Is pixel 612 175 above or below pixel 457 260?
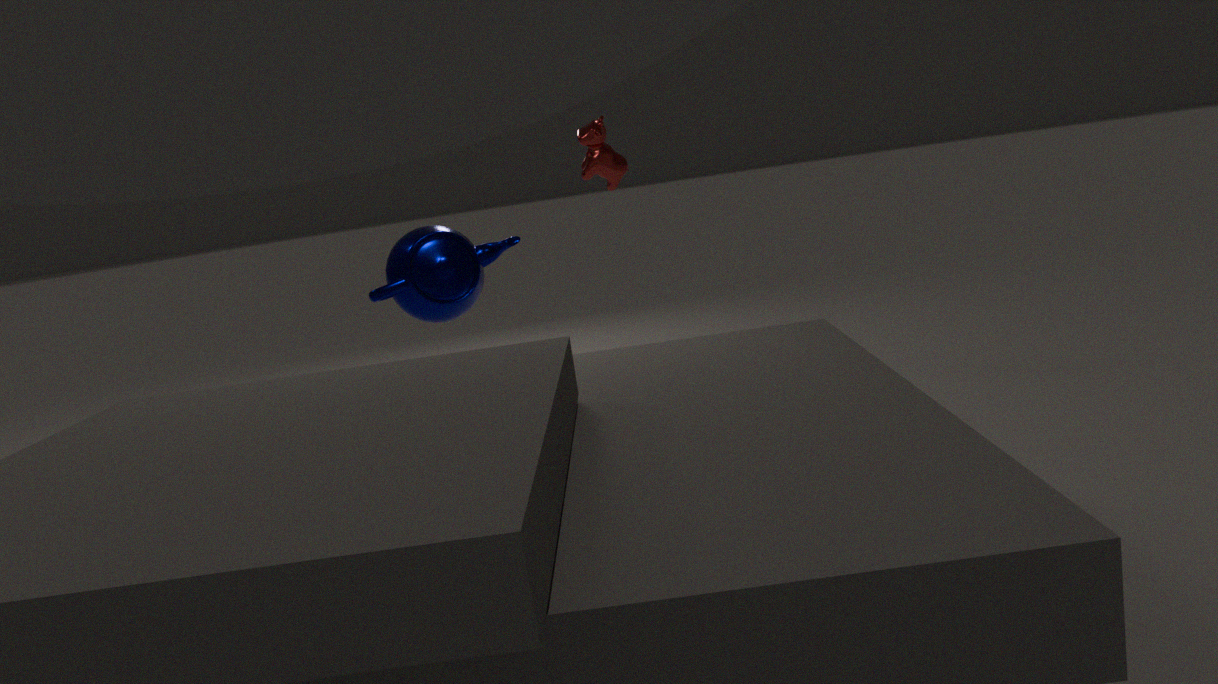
above
